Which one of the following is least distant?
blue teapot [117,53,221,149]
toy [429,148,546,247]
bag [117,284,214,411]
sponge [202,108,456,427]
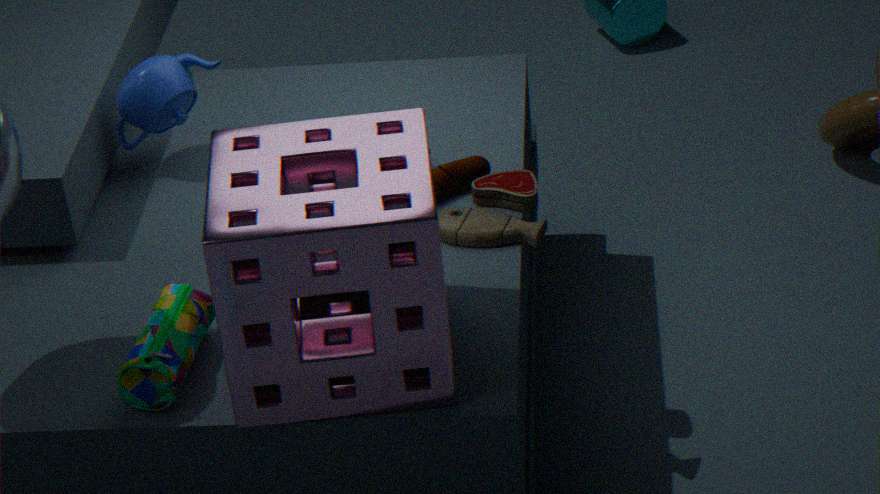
sponge [202,108,456,427]
